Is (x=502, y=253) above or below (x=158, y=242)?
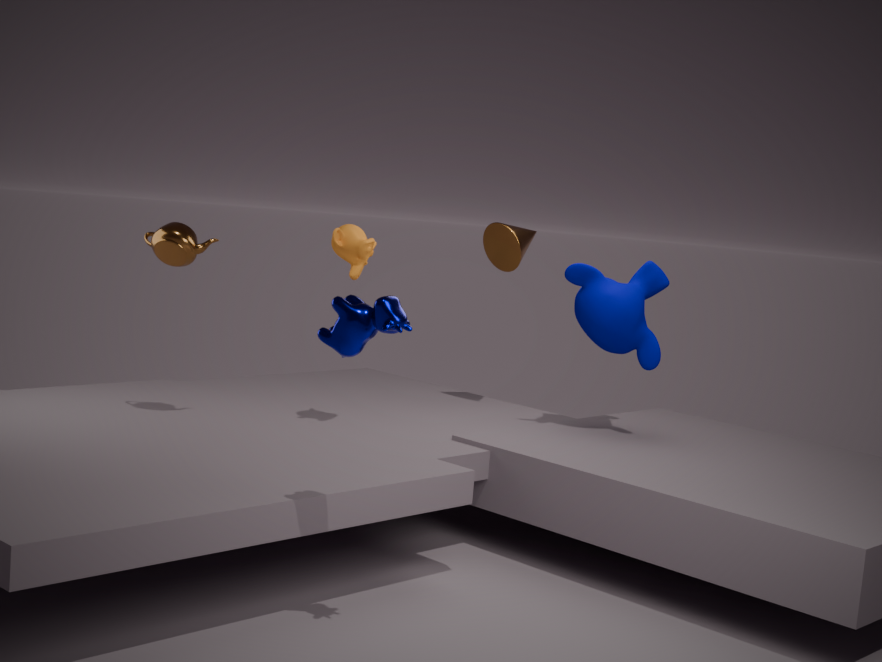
above
